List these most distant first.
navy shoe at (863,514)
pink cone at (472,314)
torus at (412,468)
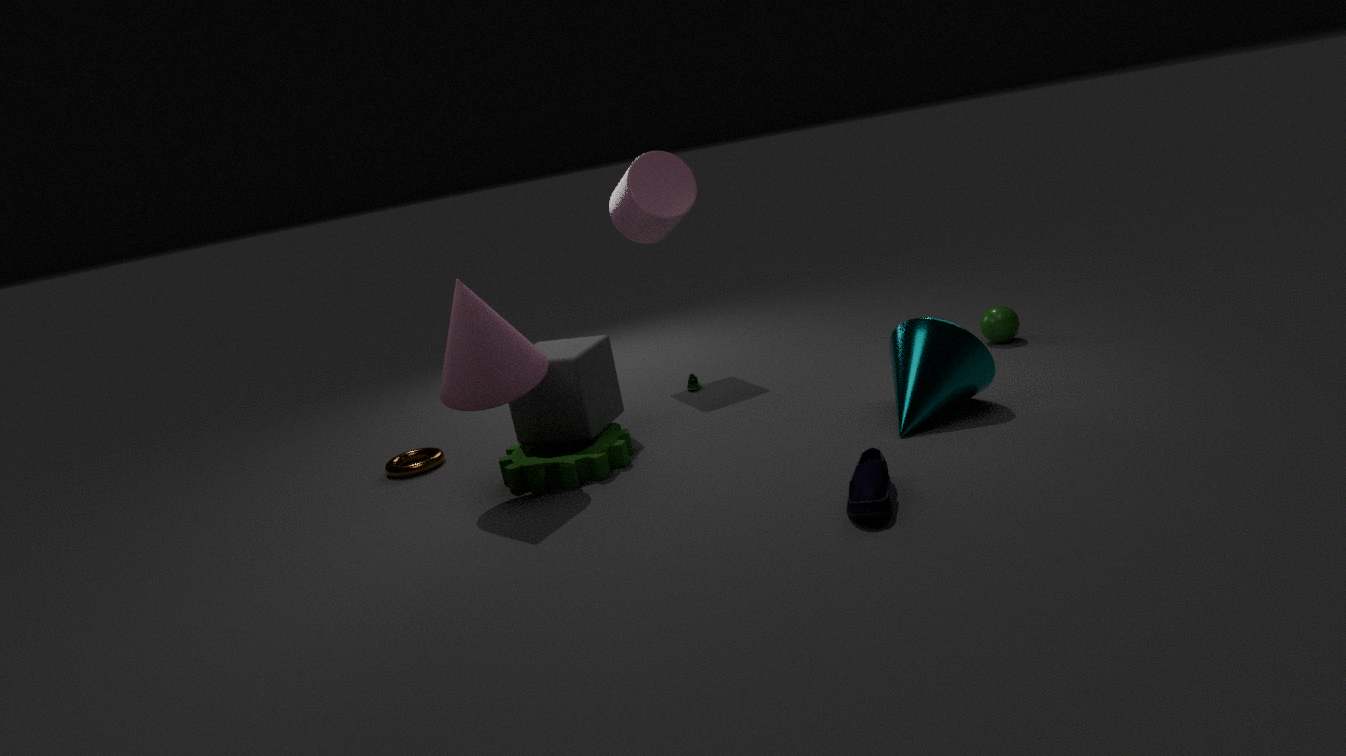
1. torus at (412,468)
2. pink cone at (472,314)
3. navy shoe at (863,514)
